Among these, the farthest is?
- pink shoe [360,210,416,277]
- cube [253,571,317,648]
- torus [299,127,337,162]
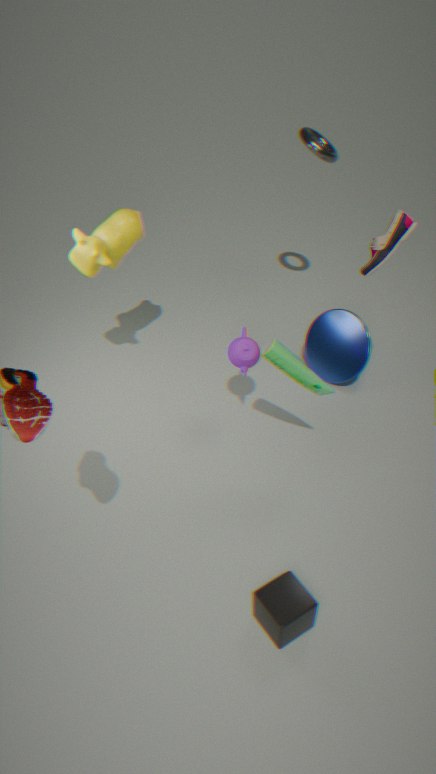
torus [299,127,337,162]
